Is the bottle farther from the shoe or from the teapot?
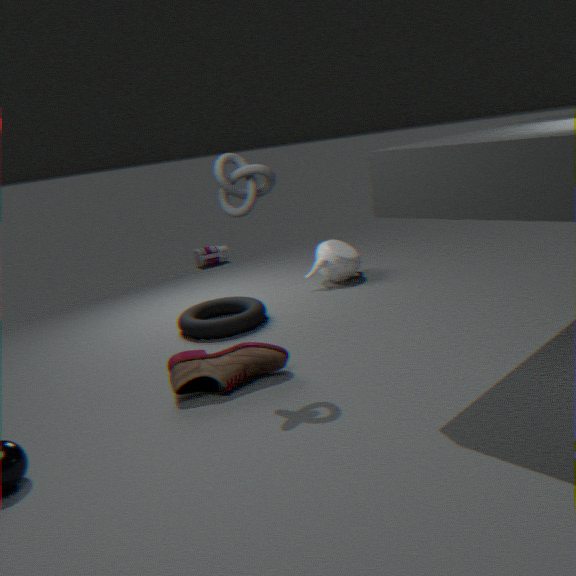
the shoe
